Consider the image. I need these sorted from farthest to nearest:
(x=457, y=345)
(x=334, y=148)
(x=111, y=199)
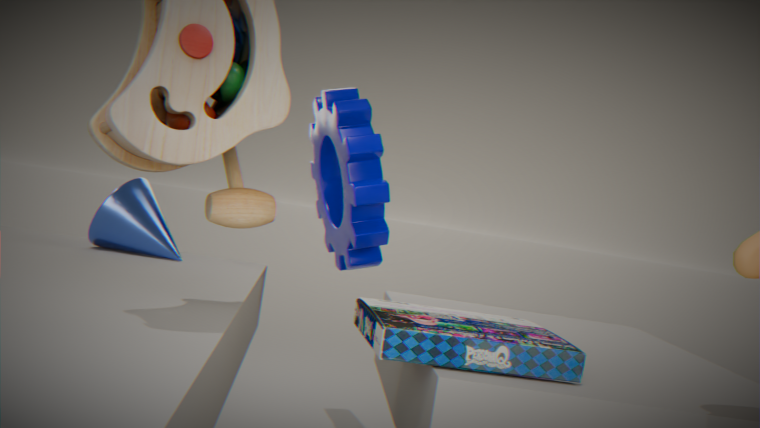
1. (x=334, y=148)
2. (x=111, y=199)
3. (x=457, y=345)
